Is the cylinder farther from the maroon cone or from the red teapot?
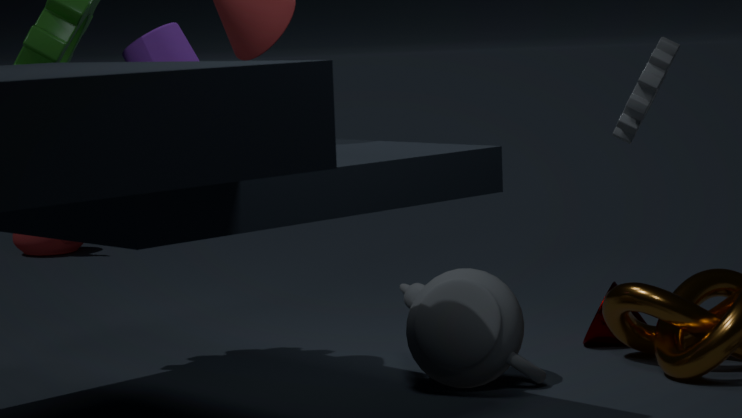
the red teapot
